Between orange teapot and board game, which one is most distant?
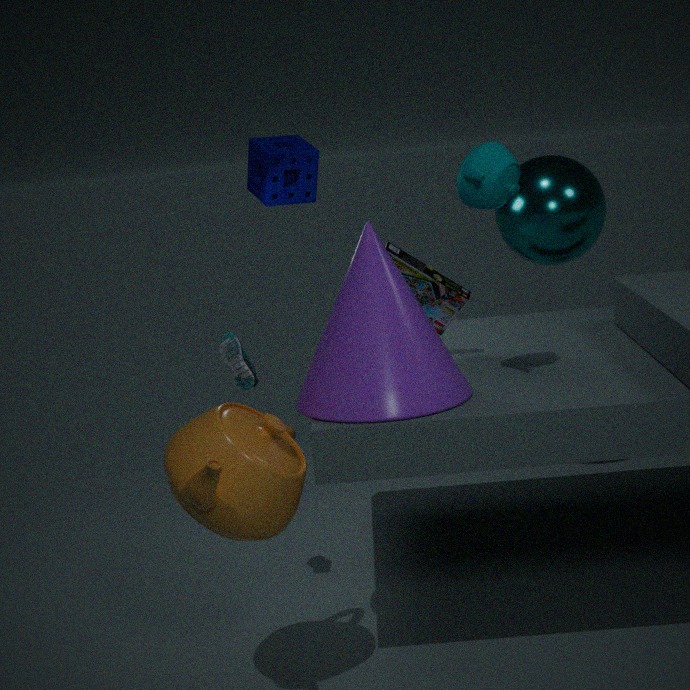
board game
